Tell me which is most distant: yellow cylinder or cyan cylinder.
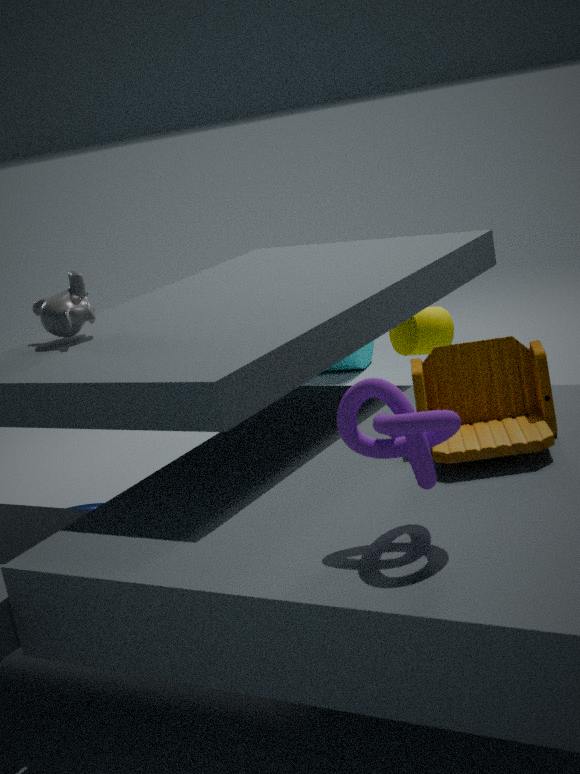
cyan cylinder
